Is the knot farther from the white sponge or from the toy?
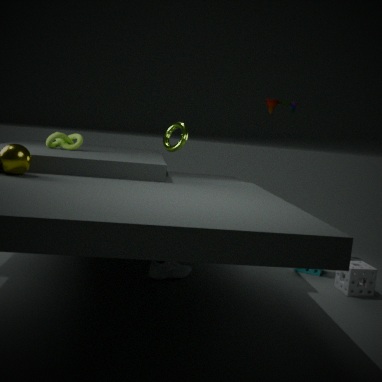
the white sponge
